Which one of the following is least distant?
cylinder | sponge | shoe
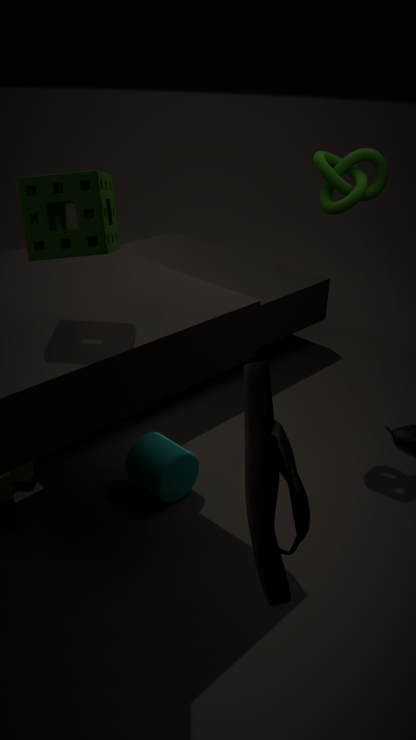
shoe
